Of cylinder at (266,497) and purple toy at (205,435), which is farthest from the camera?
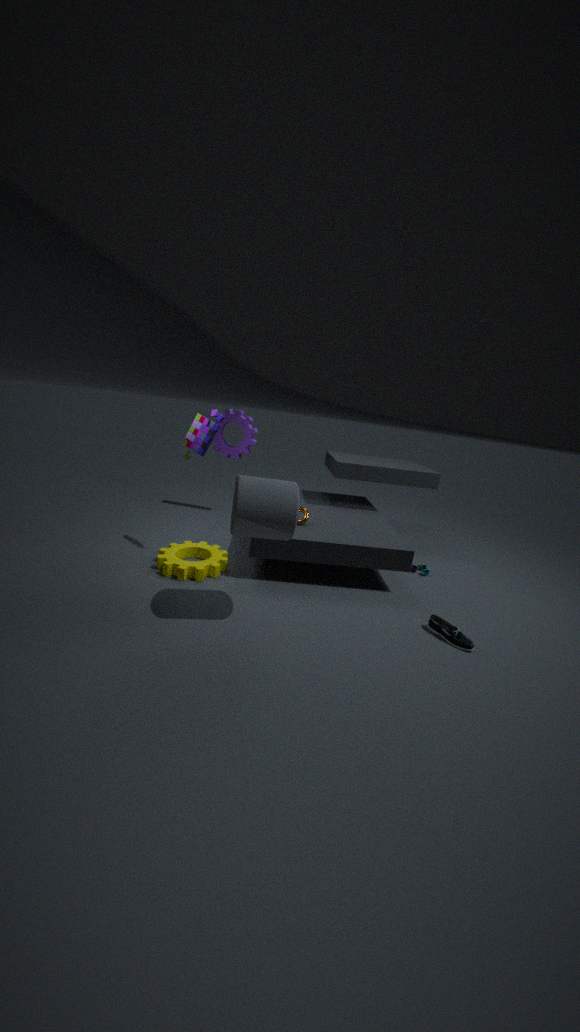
purple toy at (205,435)
